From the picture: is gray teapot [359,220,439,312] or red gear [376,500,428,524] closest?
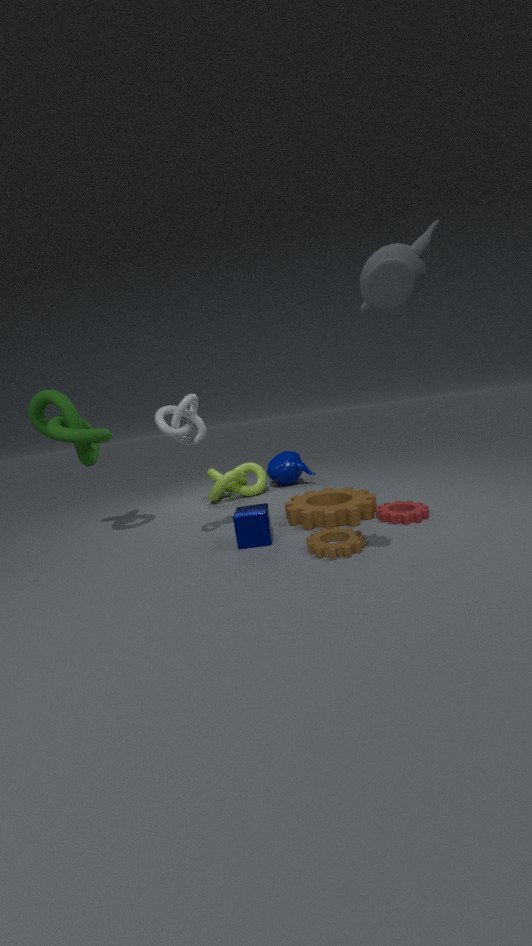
gray teapot [359,220,439,312]
